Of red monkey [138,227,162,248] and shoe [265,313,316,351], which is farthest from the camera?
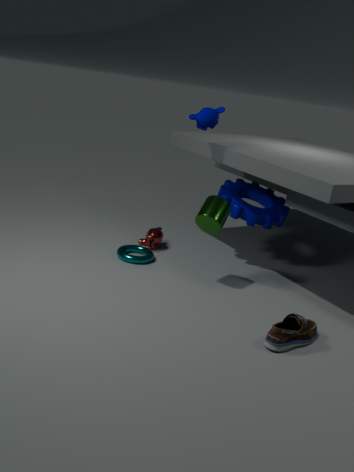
red monkey [138,227,162,248]
